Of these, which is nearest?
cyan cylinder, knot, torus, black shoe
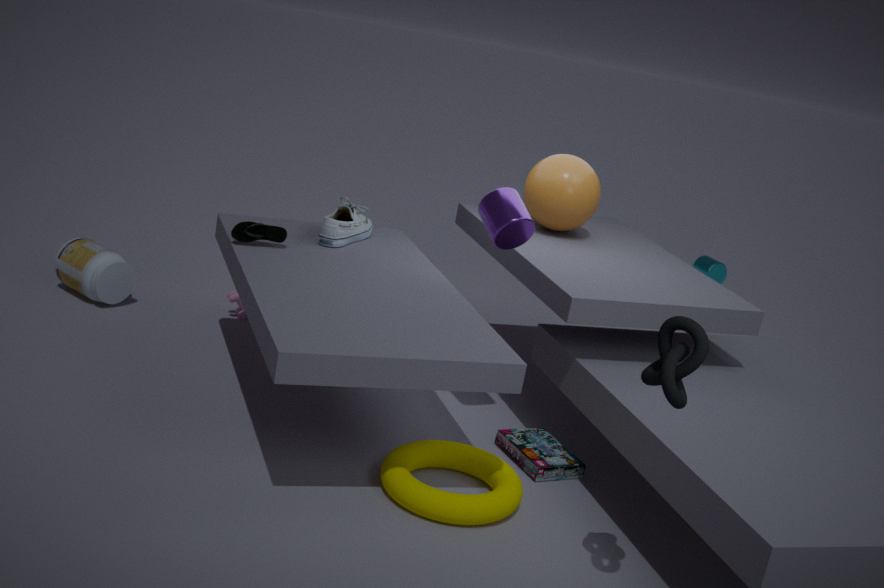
knot
